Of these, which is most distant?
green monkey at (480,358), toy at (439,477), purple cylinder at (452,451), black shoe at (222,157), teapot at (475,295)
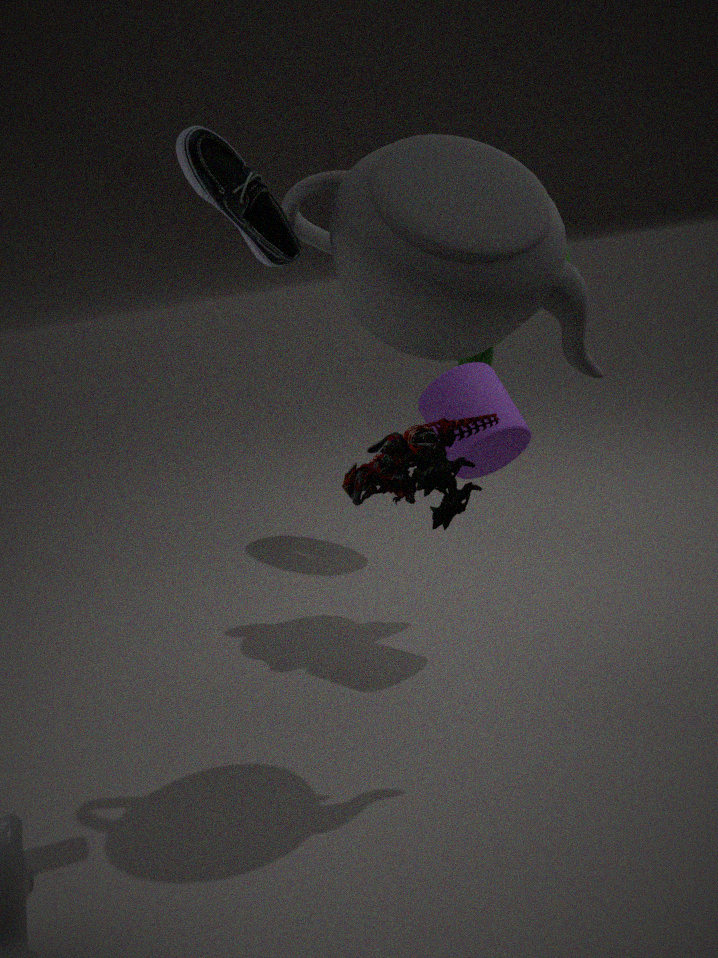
green monkey at (480,358)
